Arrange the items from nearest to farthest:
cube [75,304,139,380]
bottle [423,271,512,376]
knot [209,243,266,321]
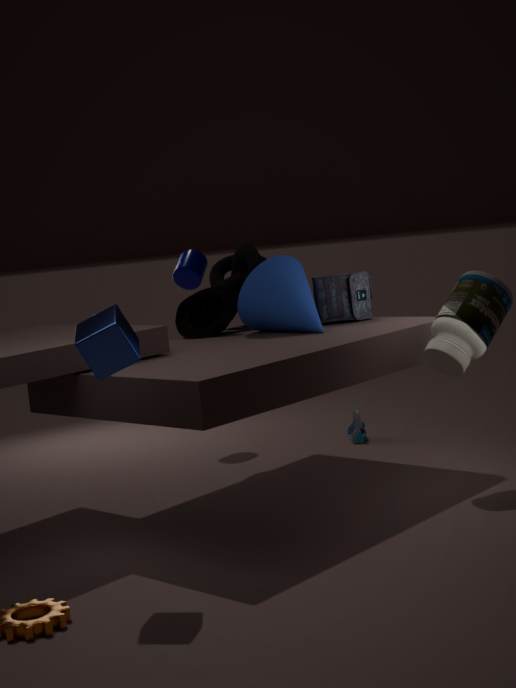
1. cube [75,304,139,380]
2. bottle [423,271,512,376]
3. knot [209,243,266,321]
